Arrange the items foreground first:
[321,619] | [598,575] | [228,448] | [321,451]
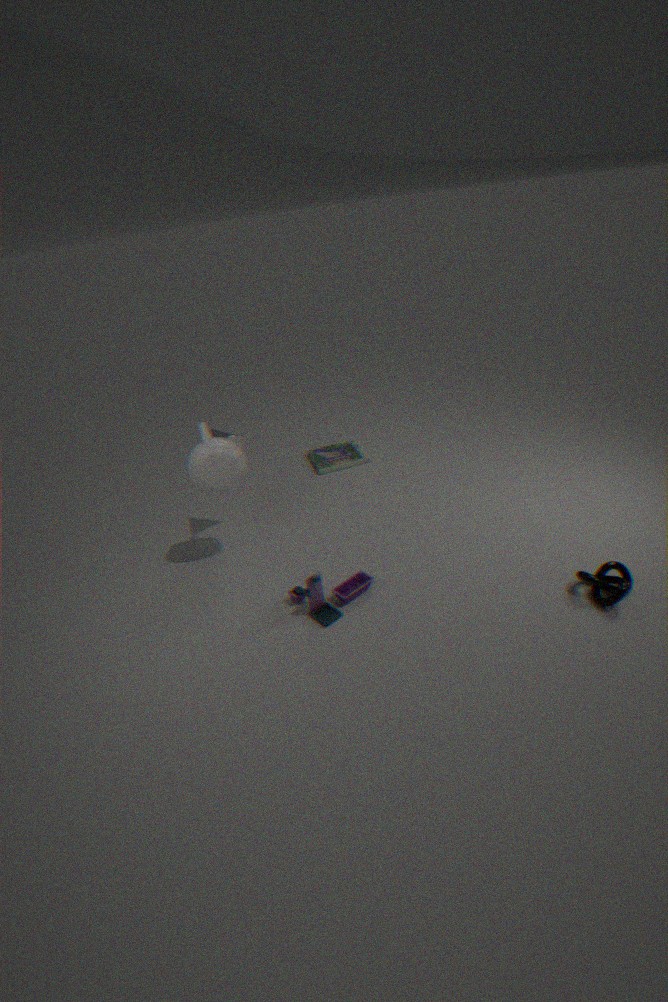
[598,575]
[321,619]
[228,448]
[321,451]
